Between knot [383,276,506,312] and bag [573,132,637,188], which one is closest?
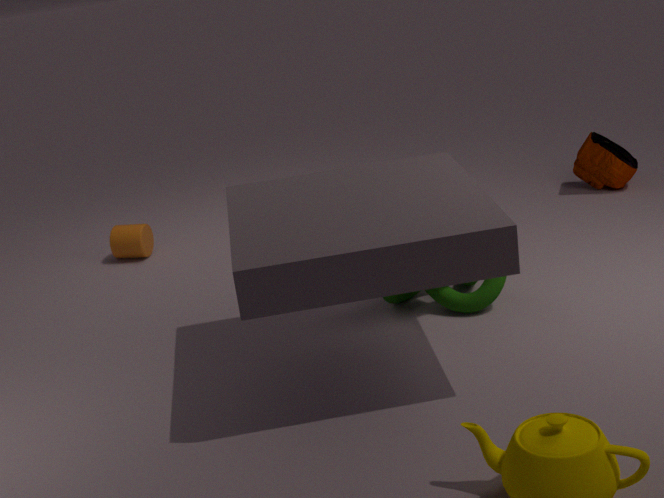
knot [383,276,506,312]
